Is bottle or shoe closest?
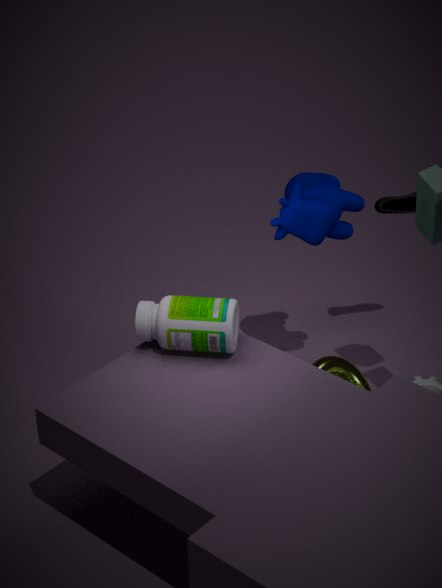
bottle
